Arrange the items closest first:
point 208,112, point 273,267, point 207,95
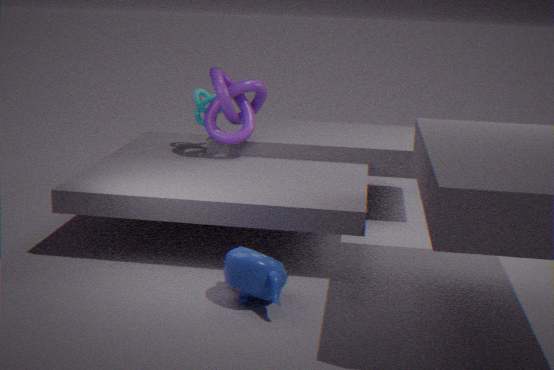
point 273,267
point 208,112
point 207,95
